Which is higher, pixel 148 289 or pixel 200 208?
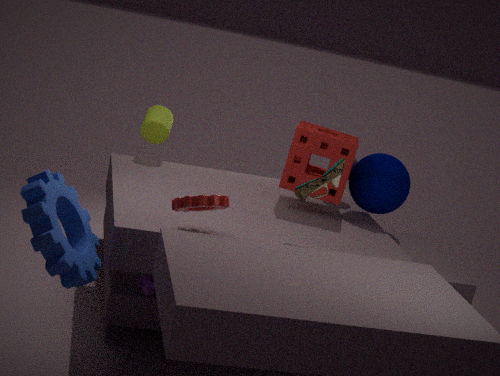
pixel 200 208
